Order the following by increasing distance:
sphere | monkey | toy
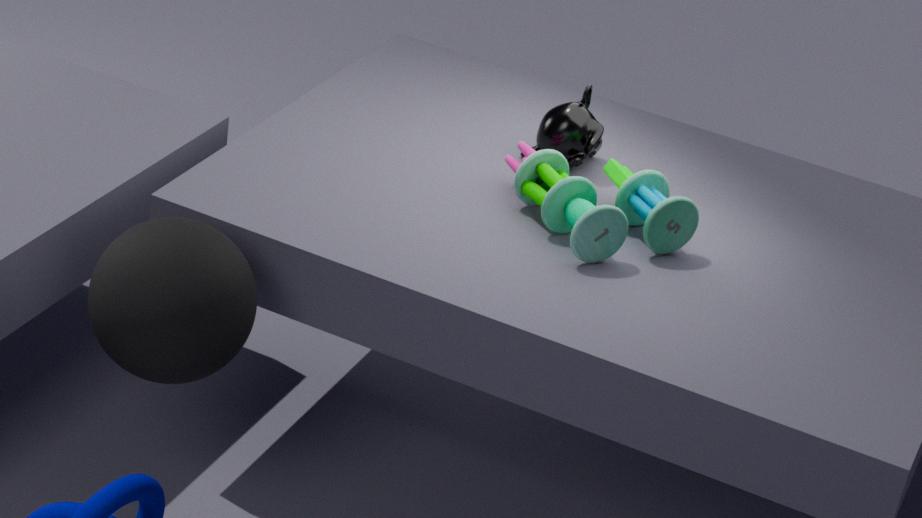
sphere, toy, monkey
